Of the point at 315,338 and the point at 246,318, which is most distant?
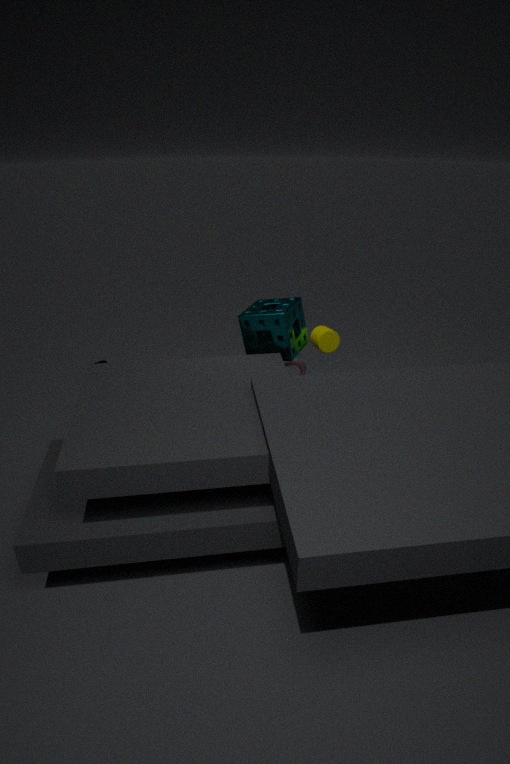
the point at 315,338
